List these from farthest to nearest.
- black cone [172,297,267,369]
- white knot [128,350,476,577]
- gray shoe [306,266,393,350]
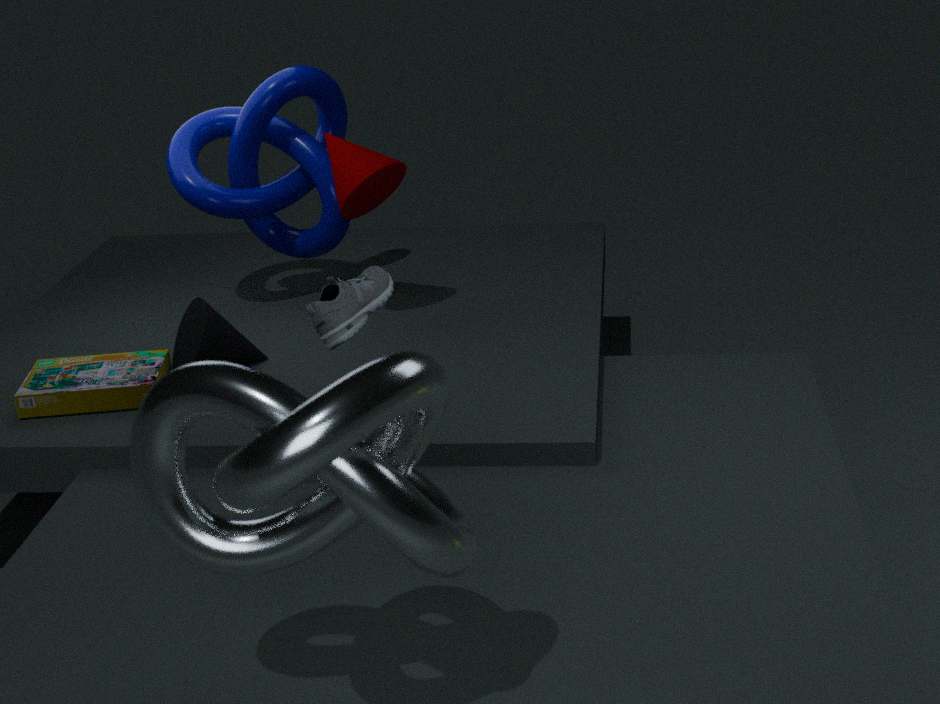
1. black cone [172,297,267,369]
2. gray shoe [306,266,393,350]
3. white knot [128,350,476,577]
